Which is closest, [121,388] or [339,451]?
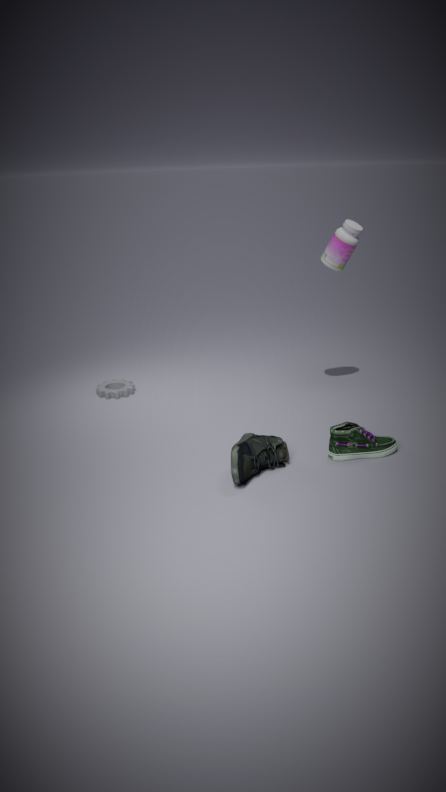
[339,451]
